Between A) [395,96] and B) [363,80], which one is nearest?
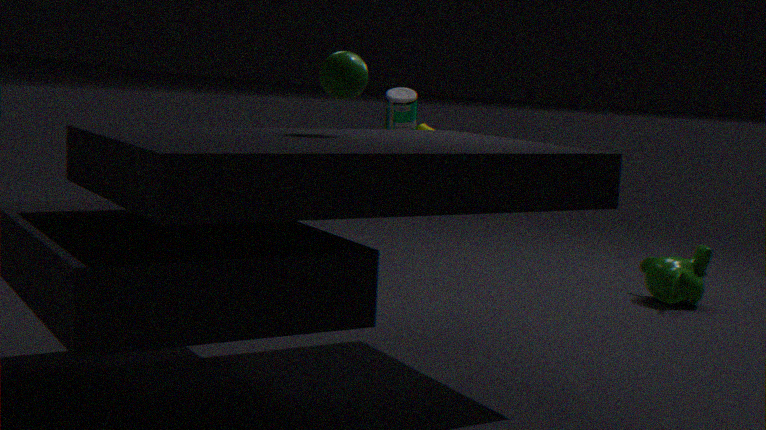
B. [363,80]
